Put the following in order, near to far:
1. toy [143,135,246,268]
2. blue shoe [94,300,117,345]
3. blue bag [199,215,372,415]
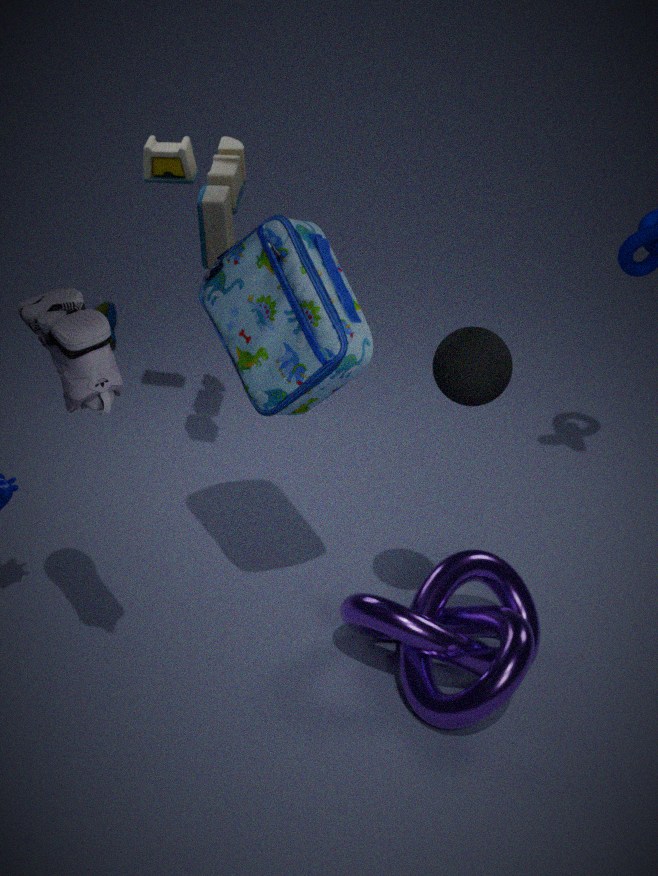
blue bag [199,215,372,415] → toy [143,135,246,268] → blue shoe [94,300,117,345]
